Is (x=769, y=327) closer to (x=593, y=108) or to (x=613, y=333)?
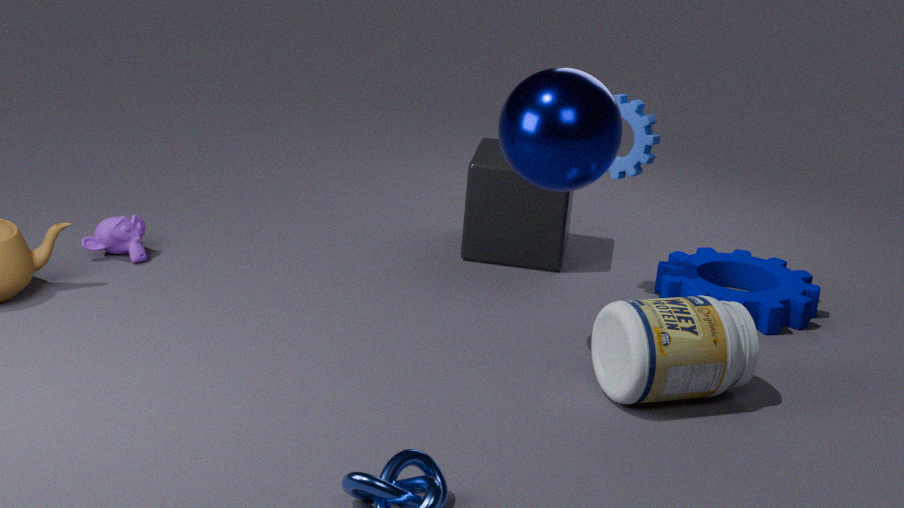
(x=613, y=333)
